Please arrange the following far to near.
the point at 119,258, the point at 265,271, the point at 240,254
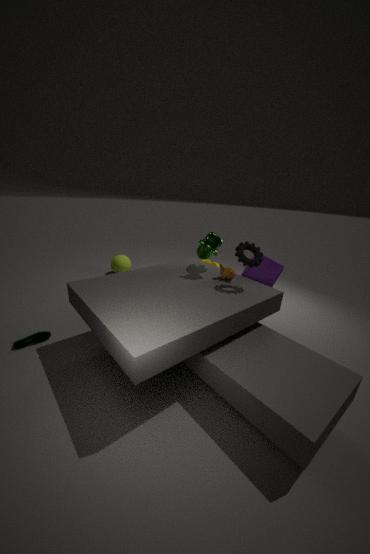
1. the point at 119,258
2. the point at 265,271
3. the point at 240,254
